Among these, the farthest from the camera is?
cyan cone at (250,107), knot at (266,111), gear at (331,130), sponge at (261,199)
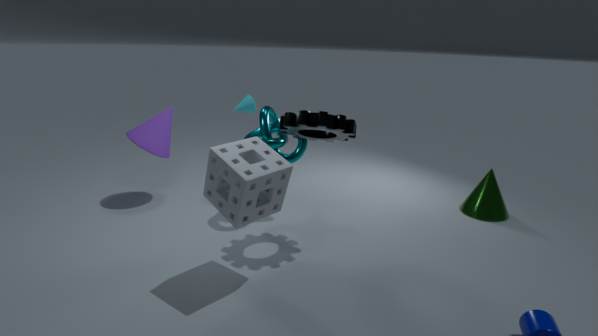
cyan cone at (250,107)
